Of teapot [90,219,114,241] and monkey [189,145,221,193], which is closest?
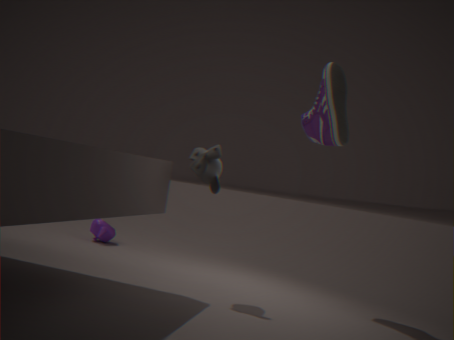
monkey [189,145,221,193]
